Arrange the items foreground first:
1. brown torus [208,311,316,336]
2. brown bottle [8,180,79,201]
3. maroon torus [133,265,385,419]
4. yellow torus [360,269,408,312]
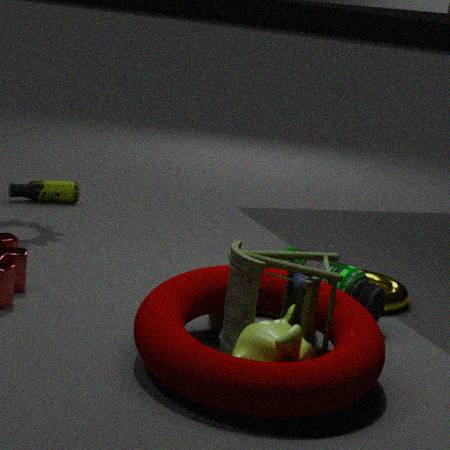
maroon torus [133,265,385,419] → brown torus [208,311,316,336] → yellow torus [360,269,408,312] → brown bottle [8,180,79,201]
